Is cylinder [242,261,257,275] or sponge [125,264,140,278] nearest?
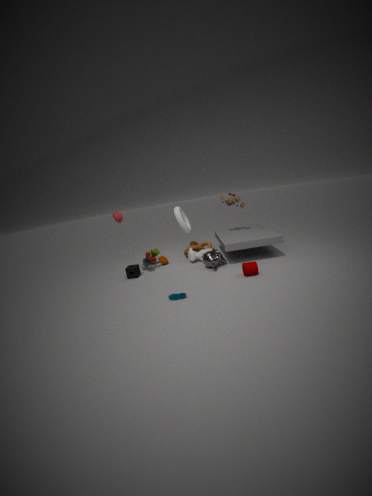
cylinder [242,261,257,275]
